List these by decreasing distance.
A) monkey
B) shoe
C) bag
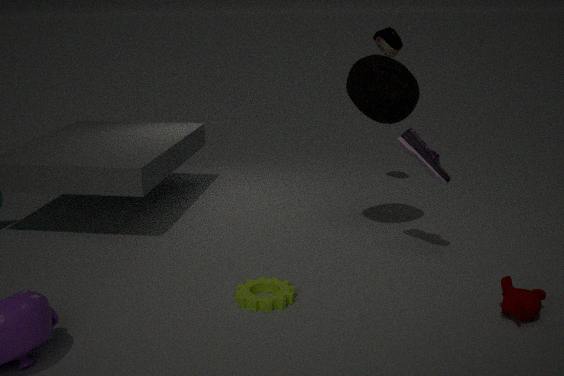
bag, shoe, monkey
